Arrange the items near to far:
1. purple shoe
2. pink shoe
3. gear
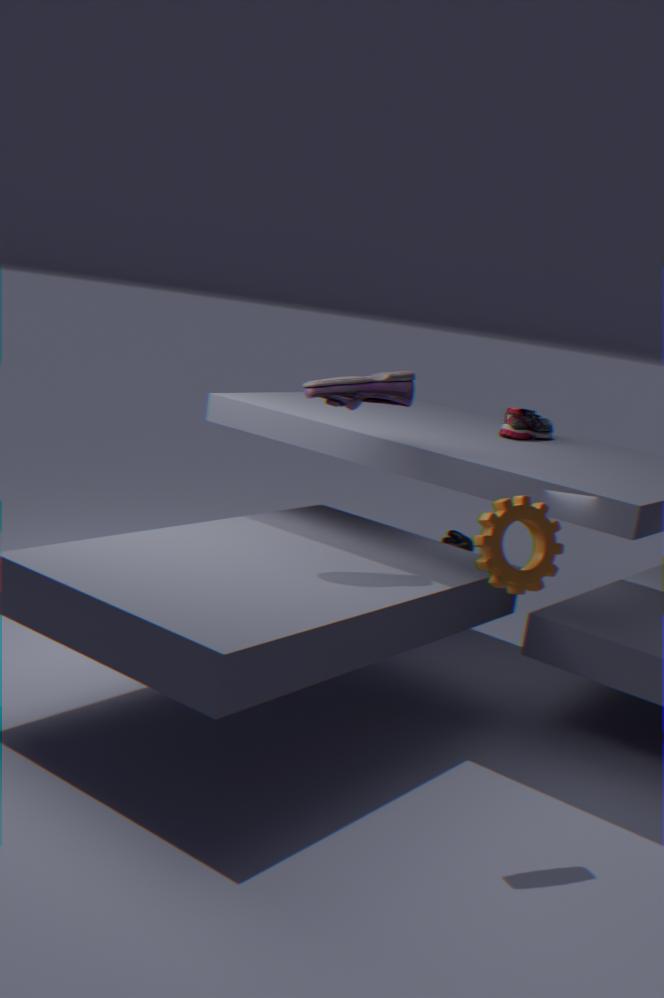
gear < purple shoe < pink shoe
